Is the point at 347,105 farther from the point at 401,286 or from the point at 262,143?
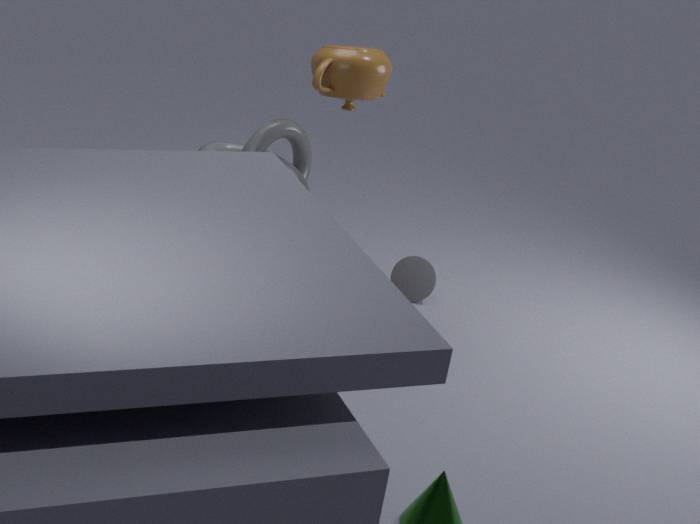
the point at 401,286
